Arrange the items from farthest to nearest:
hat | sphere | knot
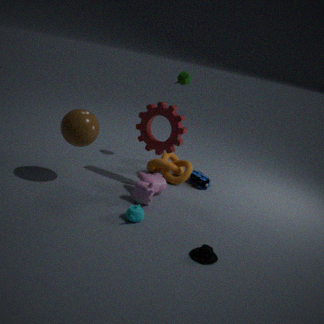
1. knot
2. sphere
3. hat
